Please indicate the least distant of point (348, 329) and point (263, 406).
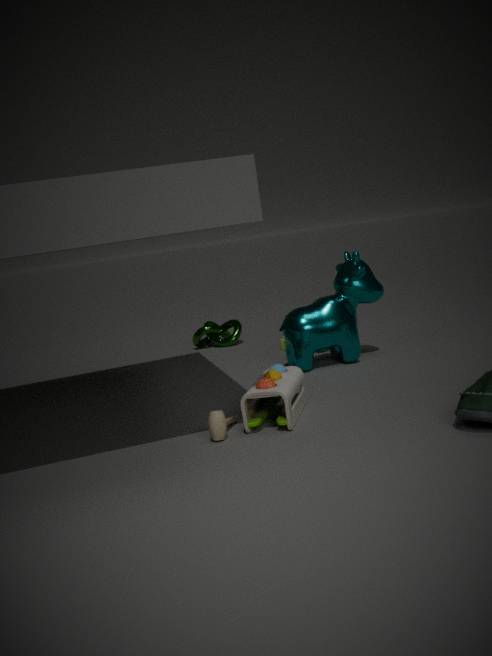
point (263, 406)
